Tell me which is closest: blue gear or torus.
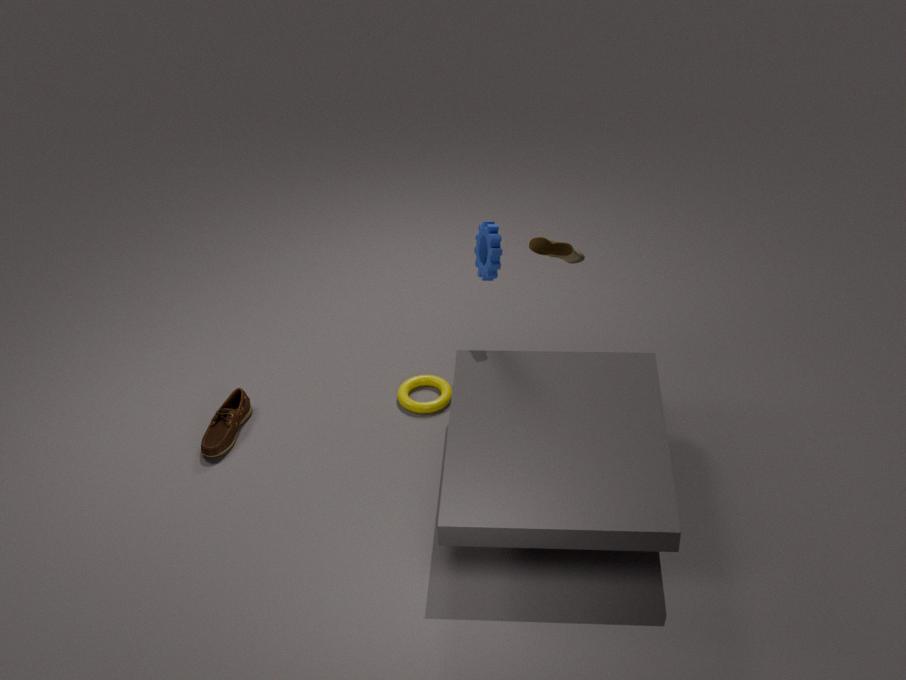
blue gear
